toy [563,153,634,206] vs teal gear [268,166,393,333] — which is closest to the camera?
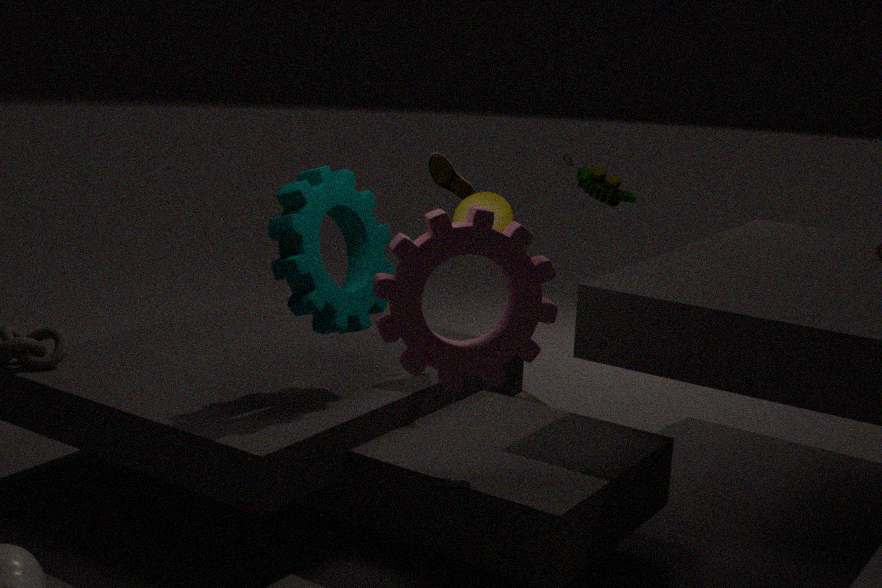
teal gear [268,166,393,333]
